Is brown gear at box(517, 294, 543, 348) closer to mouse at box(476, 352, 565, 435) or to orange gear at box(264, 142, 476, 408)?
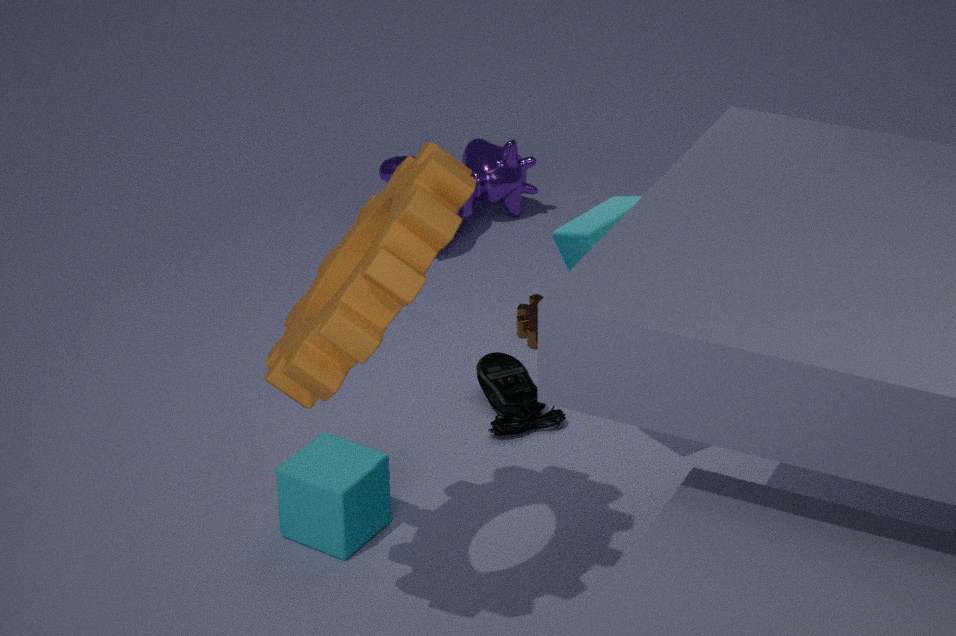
mouse at box(476, 352, 565, 435)
